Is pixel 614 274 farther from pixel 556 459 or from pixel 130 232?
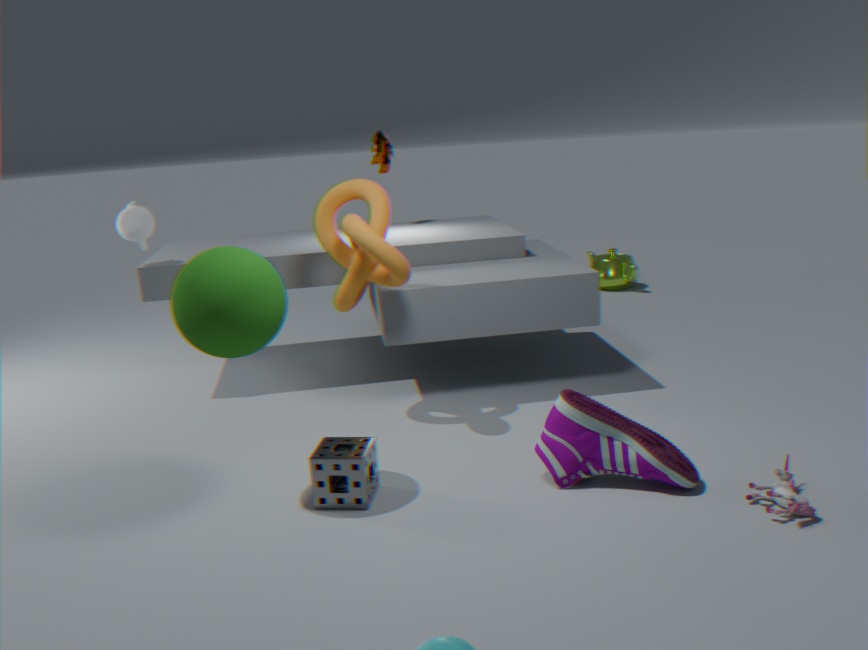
pixel 130 232
